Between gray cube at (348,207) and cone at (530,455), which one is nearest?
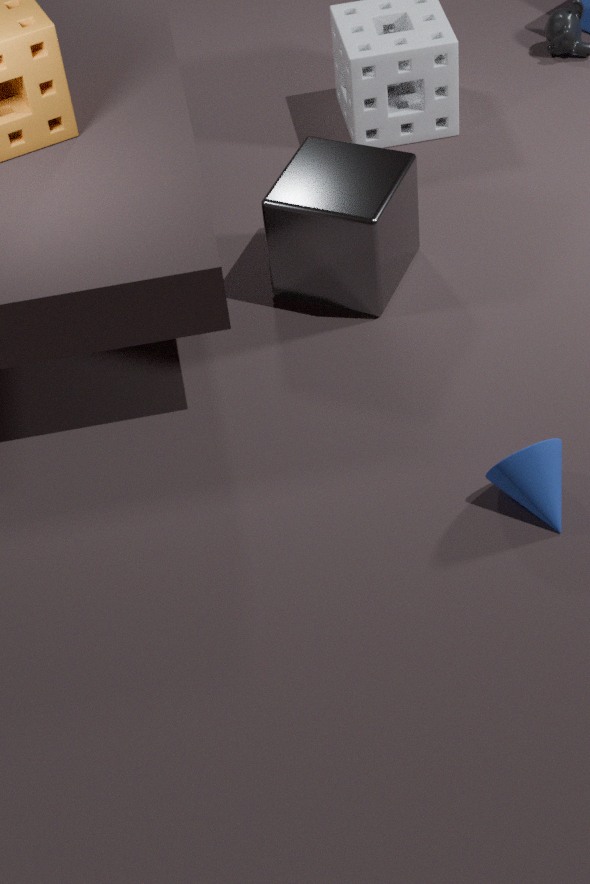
cone at (530,455)
